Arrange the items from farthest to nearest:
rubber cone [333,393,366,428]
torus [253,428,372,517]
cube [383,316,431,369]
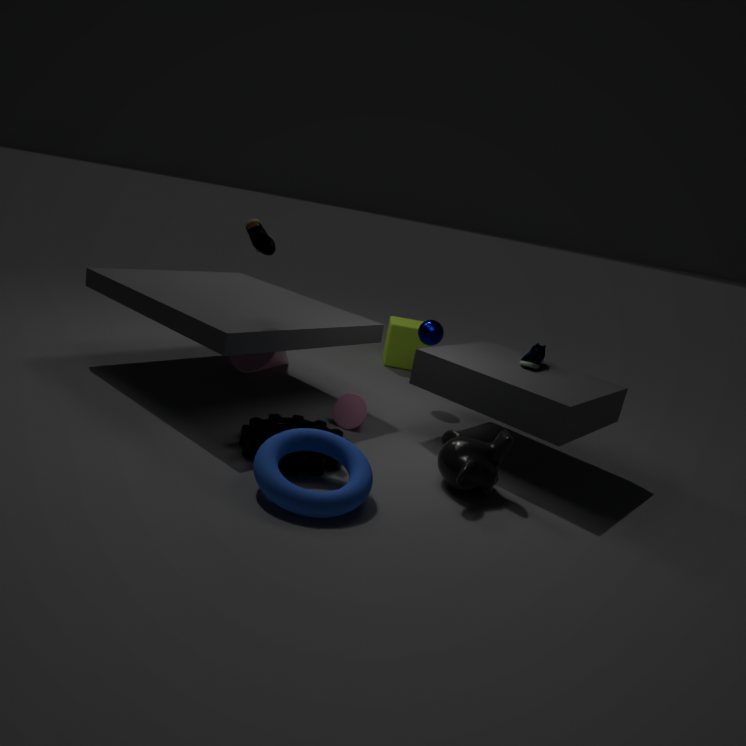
cube [383,316,431,369]
rubber cone [333,393,366,428]
torus [253,428,372,517]
